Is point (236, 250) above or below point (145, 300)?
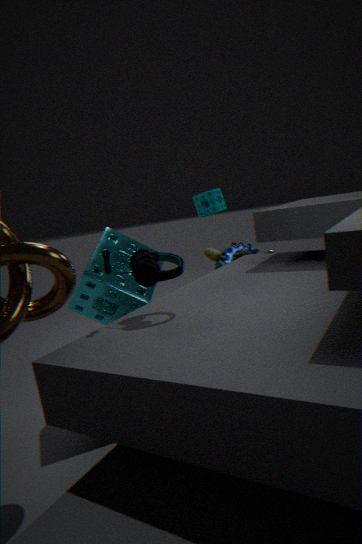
below
